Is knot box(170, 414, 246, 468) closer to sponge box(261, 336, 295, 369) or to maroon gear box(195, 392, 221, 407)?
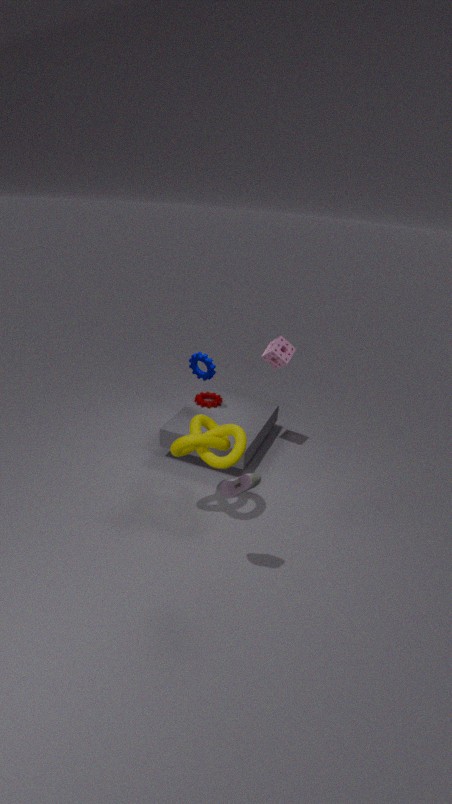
sponge box(261, 336, 295, 369)
